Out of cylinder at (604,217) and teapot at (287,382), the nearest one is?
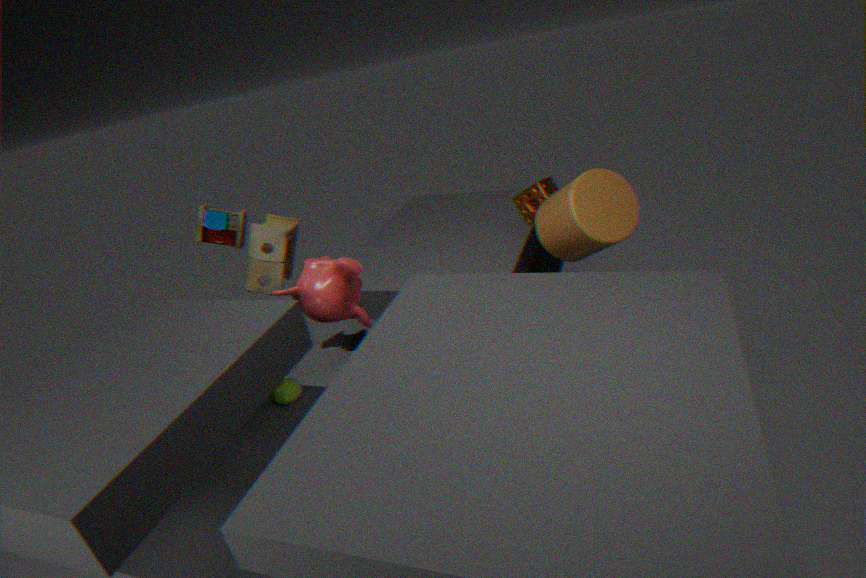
cylinder at (604,217)
